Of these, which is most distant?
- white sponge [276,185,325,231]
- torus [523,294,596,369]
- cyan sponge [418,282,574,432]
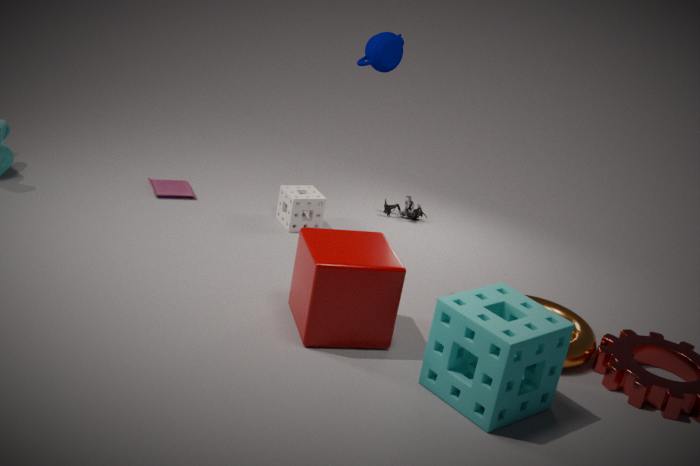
white sponge [276,185,325,231]
